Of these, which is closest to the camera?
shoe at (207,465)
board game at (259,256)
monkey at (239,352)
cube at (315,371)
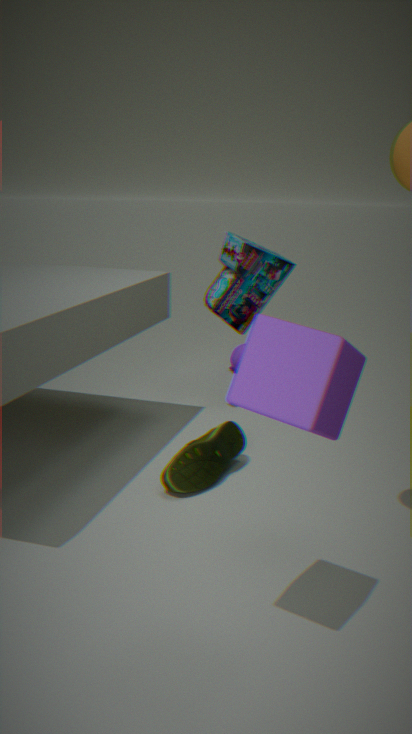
cube at (315,371)
